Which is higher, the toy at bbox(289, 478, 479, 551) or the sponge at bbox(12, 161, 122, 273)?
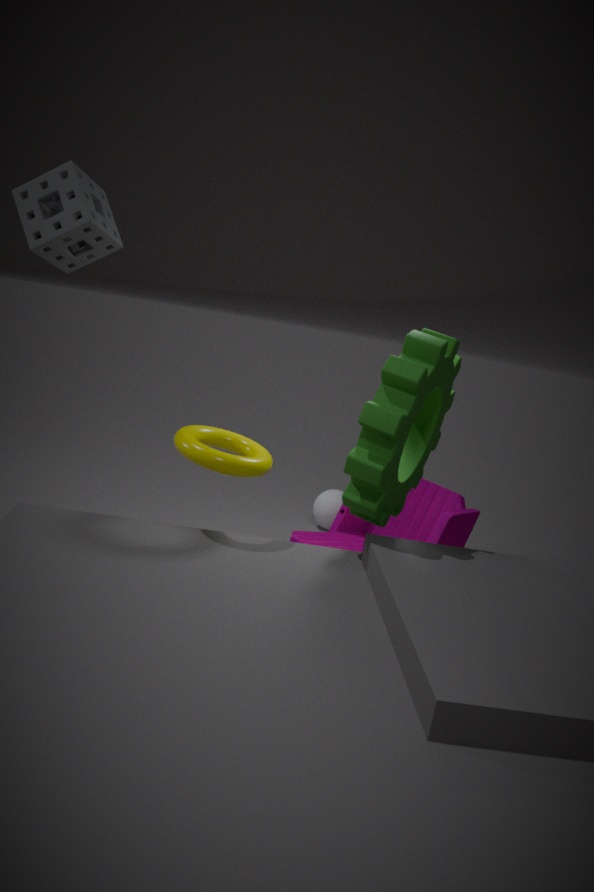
the sponge at bbox(12, 161, 122, 273)
